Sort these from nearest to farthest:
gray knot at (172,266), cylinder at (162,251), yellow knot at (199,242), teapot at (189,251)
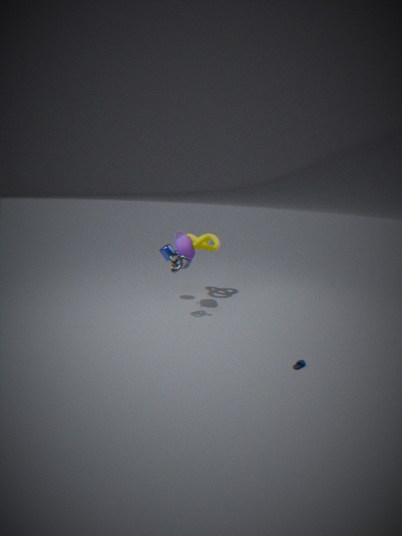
gray knot at (172,266) < teapot at (189,251) < cylinder at (162,251) < yellow knot at (199,242)
